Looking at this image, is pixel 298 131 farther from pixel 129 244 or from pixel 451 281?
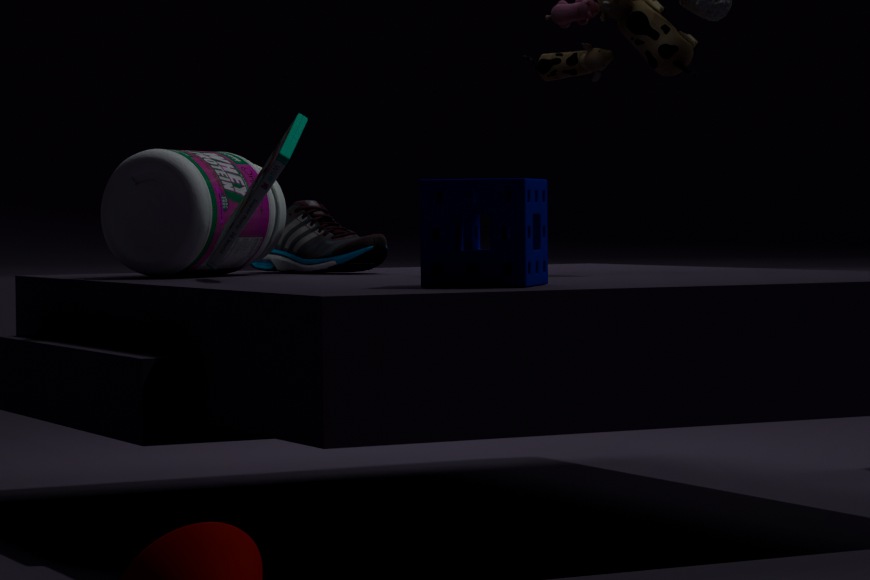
pixel 451 281
